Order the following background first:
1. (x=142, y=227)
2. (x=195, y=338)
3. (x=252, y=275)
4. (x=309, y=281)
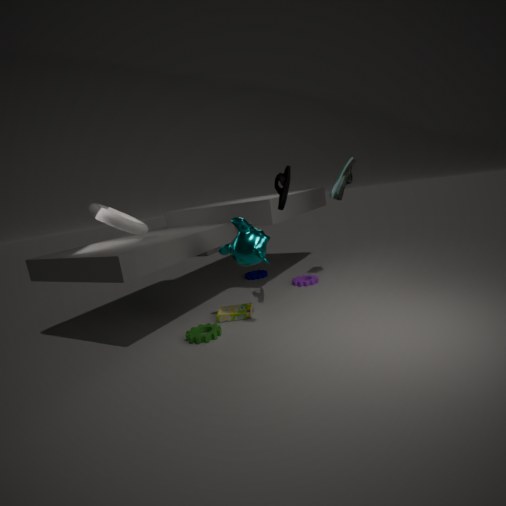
(x=252, y=275) → (x=309, y=281) → (x=142, y=227) → (x=195, y=338)
